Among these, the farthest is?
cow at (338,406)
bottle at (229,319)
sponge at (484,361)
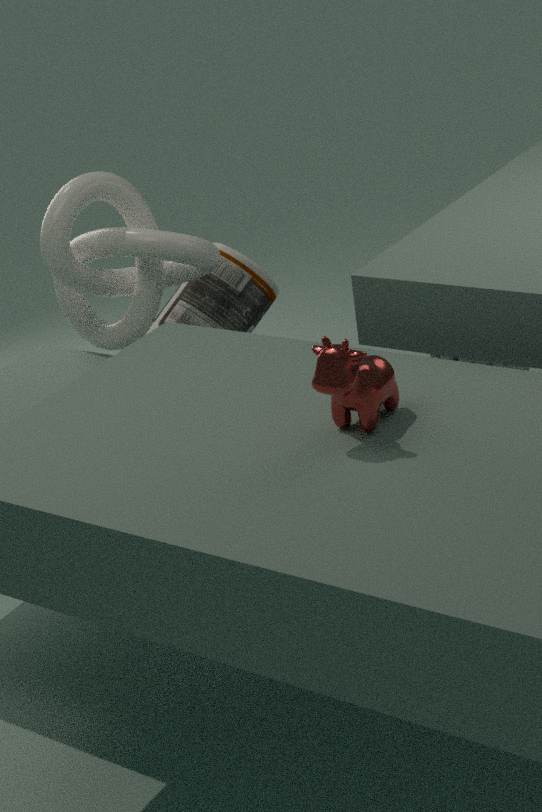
bottle at (229,319)
